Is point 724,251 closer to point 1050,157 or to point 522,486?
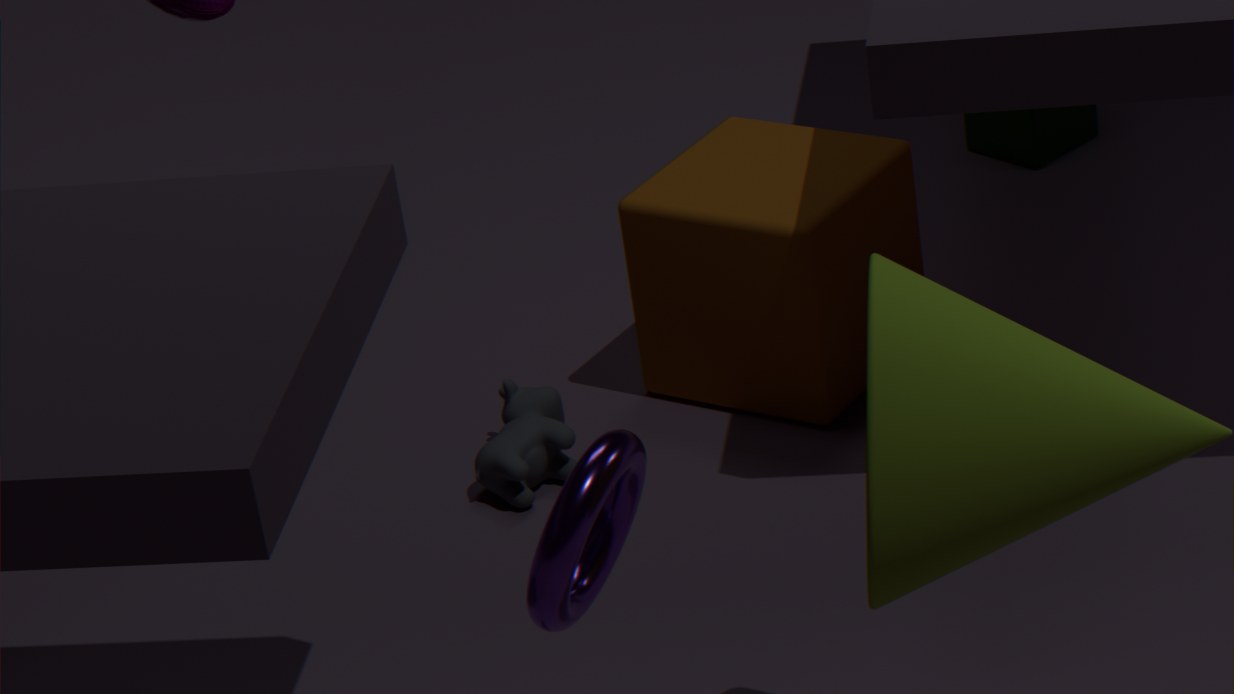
point 522,486
